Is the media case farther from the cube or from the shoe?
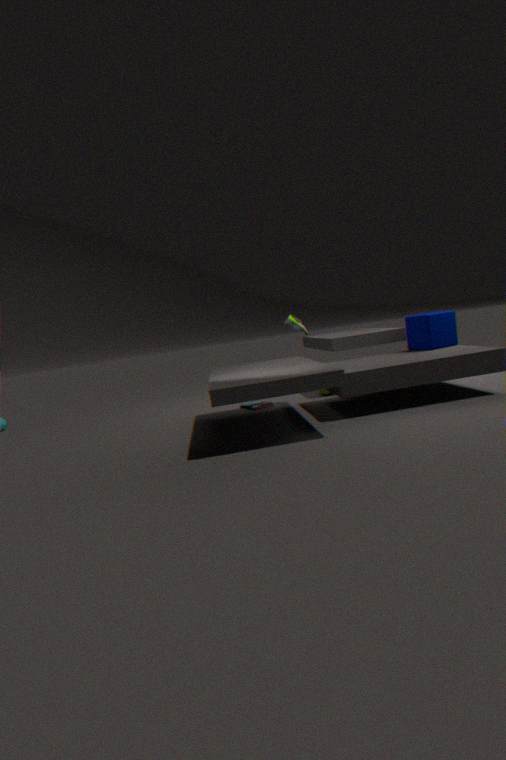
the cube
